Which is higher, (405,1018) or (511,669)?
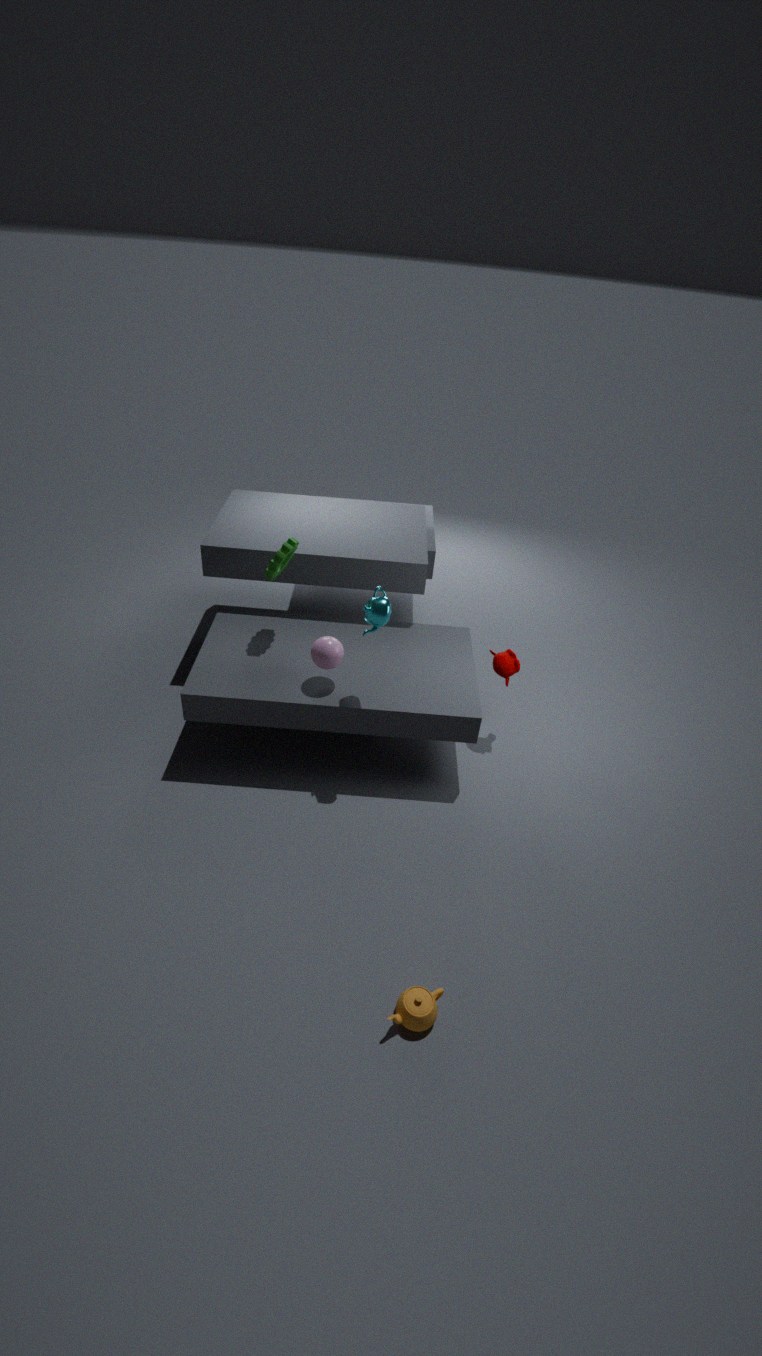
(511,669)
